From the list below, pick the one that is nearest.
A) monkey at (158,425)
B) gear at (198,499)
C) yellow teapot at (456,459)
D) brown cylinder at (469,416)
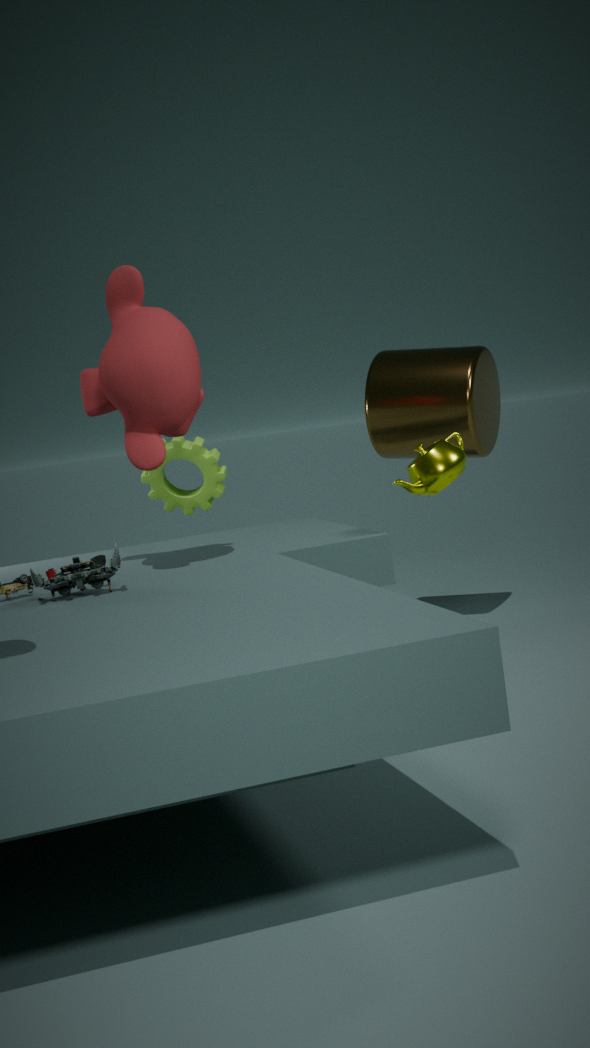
monkey at (158,425)
